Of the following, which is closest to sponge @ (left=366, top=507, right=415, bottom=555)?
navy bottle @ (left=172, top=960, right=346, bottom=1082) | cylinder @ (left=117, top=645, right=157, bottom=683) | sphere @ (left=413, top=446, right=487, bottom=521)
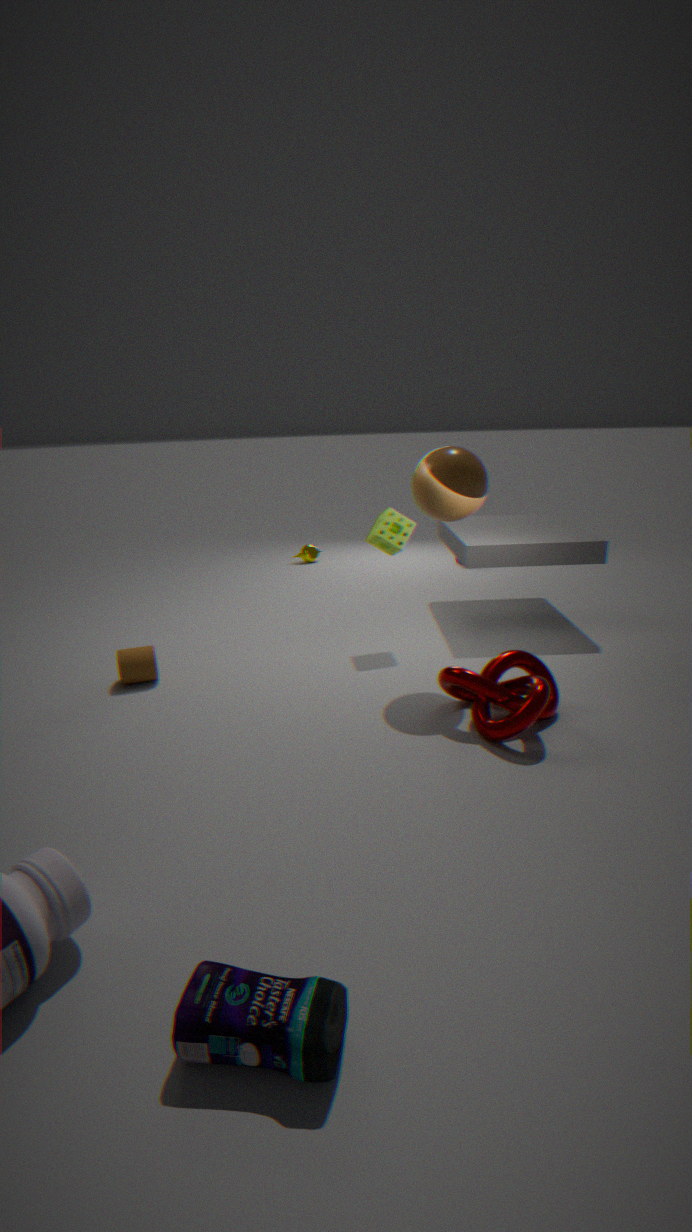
→ sphere @ (left=413, top=446, right=487, bottom=521)
